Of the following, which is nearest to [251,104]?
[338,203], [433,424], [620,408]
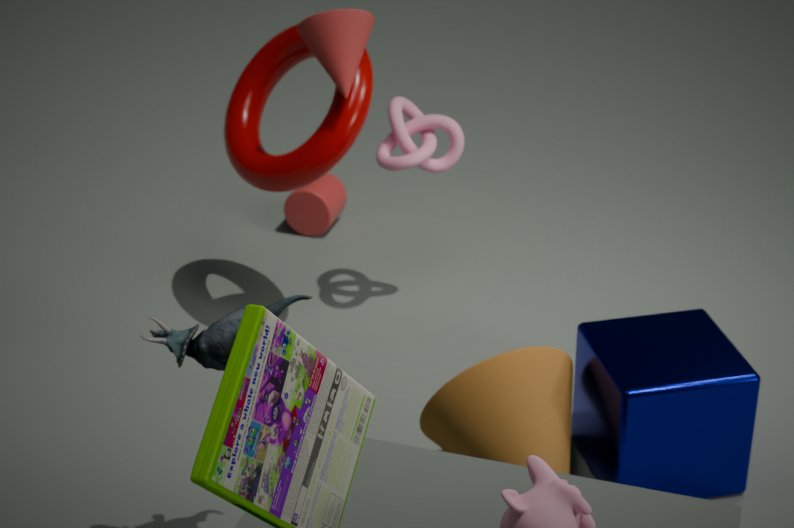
[338,203]
